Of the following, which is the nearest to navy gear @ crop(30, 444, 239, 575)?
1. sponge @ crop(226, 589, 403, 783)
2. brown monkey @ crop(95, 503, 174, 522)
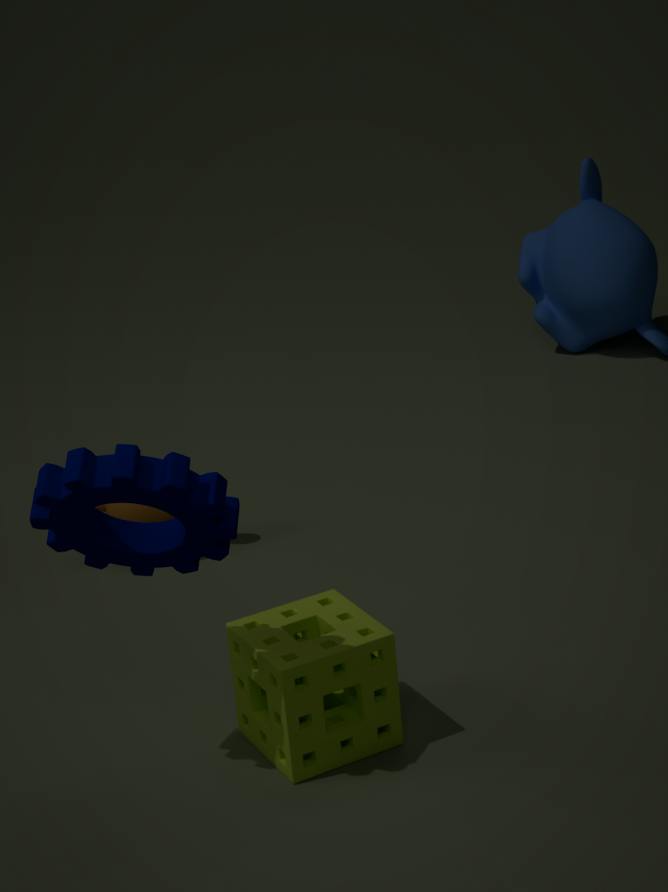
sponge @ crop(226, 589, 403, 783)
